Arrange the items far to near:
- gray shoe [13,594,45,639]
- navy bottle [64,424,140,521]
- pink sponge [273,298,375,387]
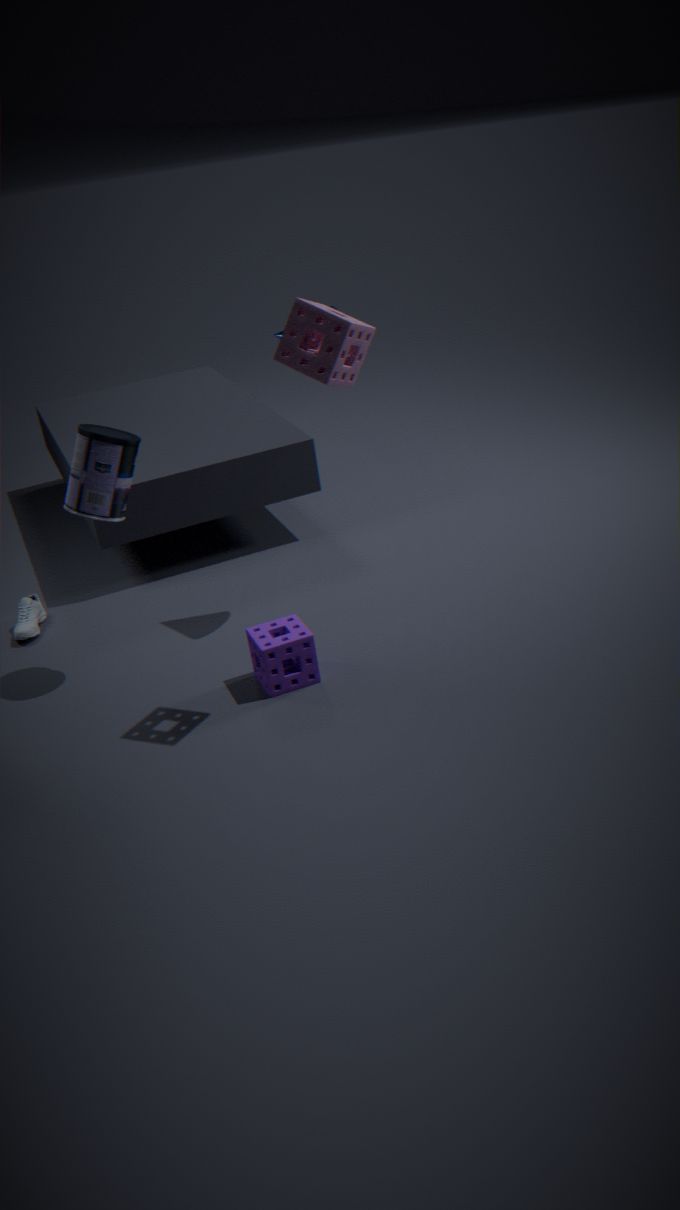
gray shoe [13,594,45,639] → navy bottle [64,424,140,521] → pink sponge [273,298,375,387]
